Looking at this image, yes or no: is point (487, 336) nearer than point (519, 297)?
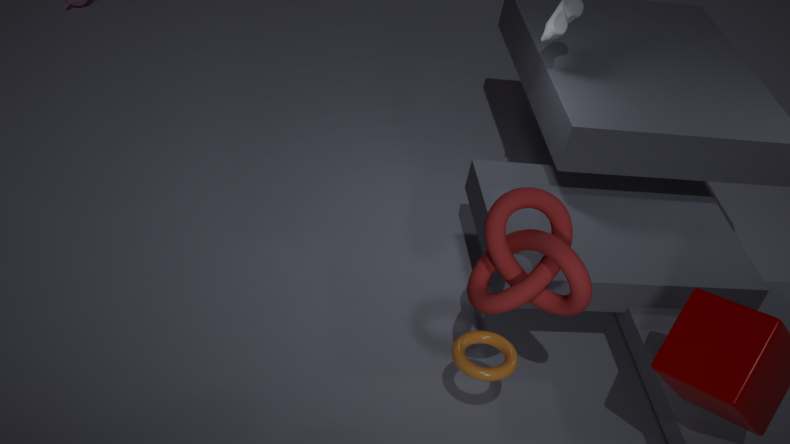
No
